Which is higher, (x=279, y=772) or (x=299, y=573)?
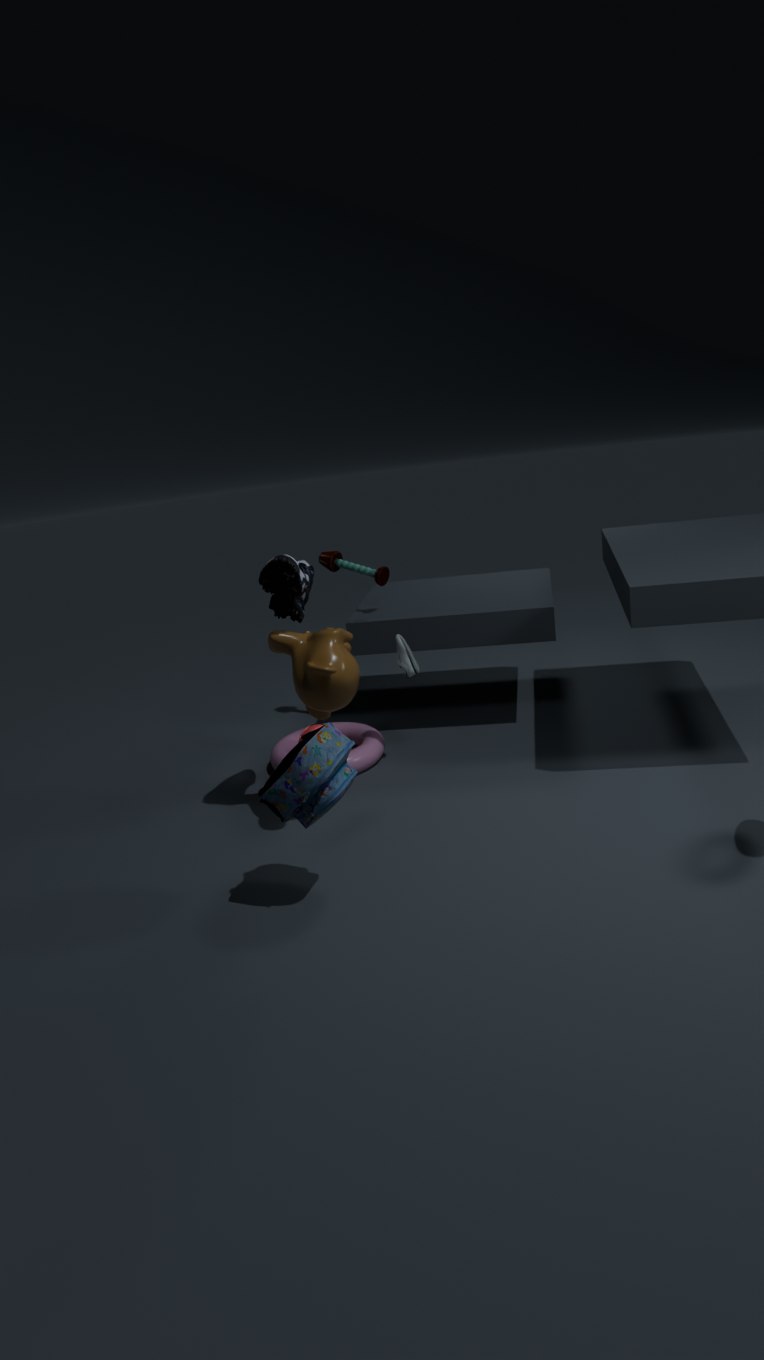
(x=299, y=573)
